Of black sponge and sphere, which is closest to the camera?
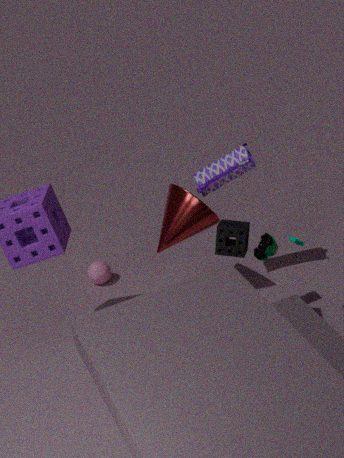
black sponge
